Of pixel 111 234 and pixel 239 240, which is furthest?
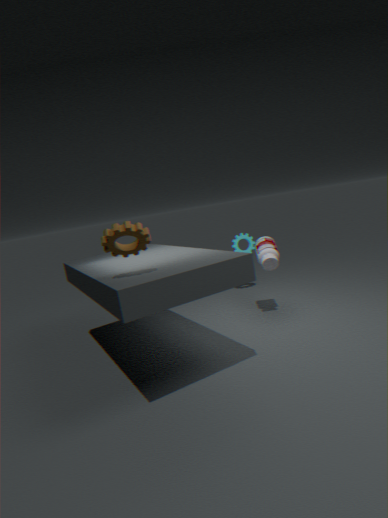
pixel 239 240
